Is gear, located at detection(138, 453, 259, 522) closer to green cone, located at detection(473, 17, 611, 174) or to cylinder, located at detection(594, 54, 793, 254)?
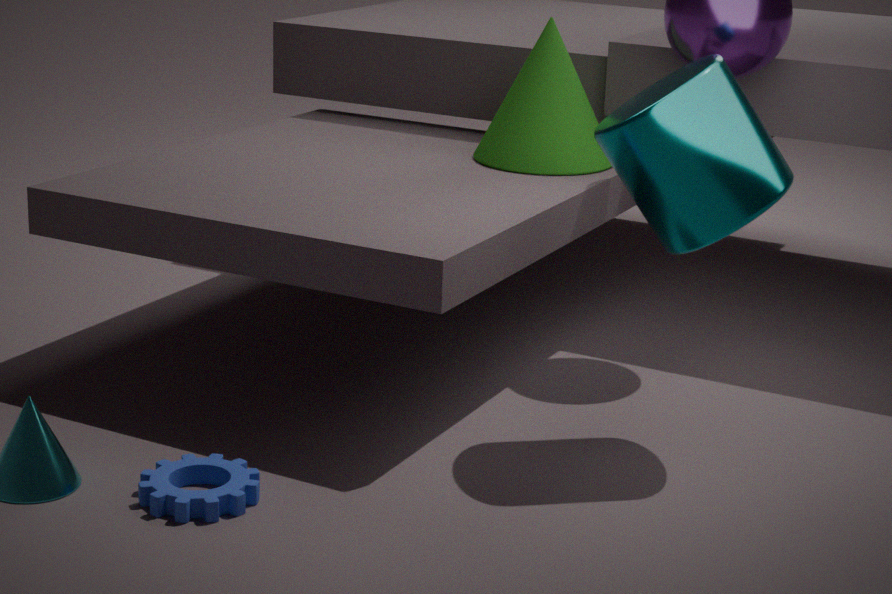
cylinder, located at detection(594, 54, 793, 254)
